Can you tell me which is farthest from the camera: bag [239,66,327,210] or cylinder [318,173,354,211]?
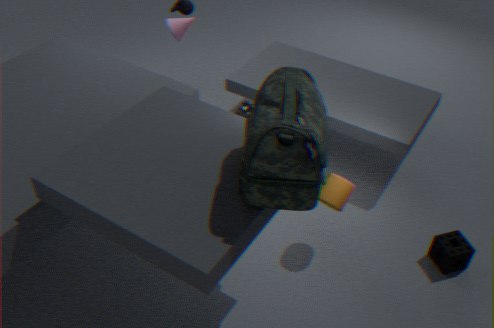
cylinder [318,173,354,211]
